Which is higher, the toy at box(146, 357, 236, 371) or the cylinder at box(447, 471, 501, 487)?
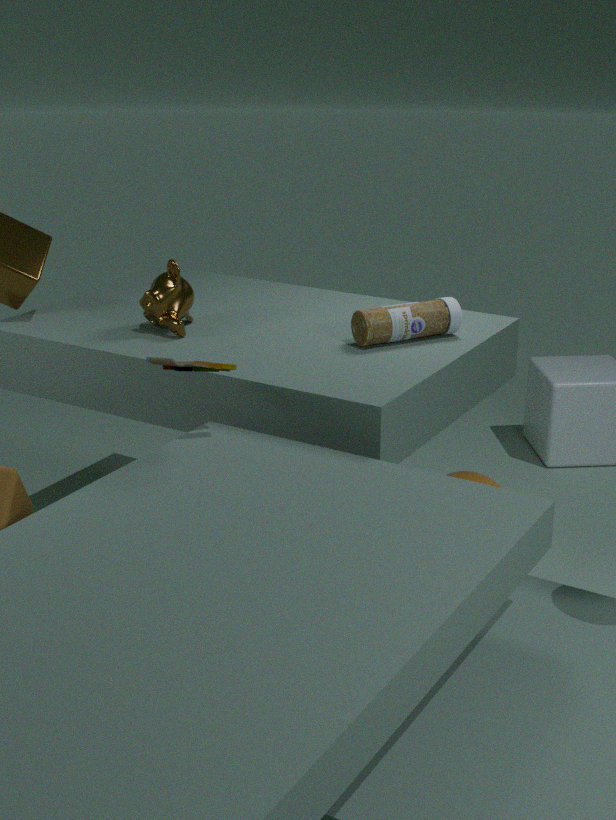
the toy at box(146, 357, 236, 371)
